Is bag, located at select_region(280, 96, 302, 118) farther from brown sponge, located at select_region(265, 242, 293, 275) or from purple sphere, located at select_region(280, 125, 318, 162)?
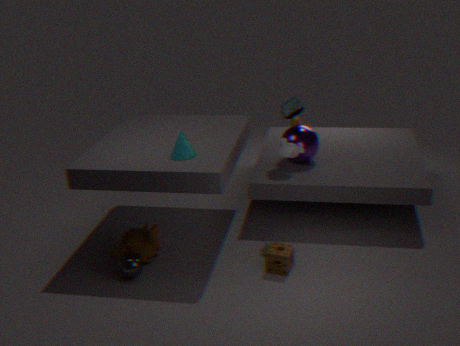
brown sponge, located at select_region(265, 242, 293, 275)
